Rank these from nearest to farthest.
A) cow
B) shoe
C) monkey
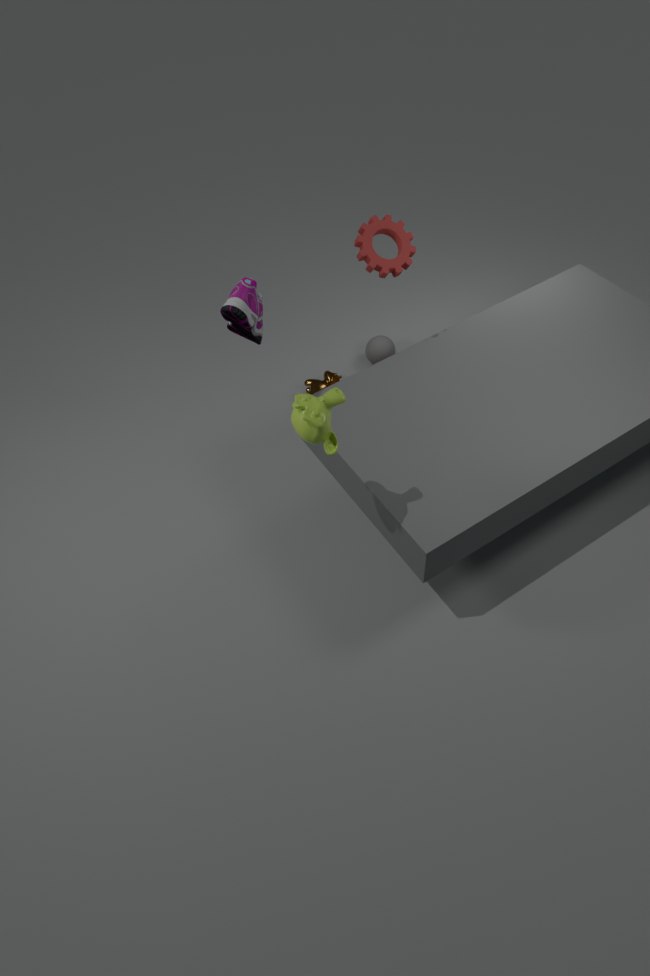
1. monkey
2. shoe
3. cow
